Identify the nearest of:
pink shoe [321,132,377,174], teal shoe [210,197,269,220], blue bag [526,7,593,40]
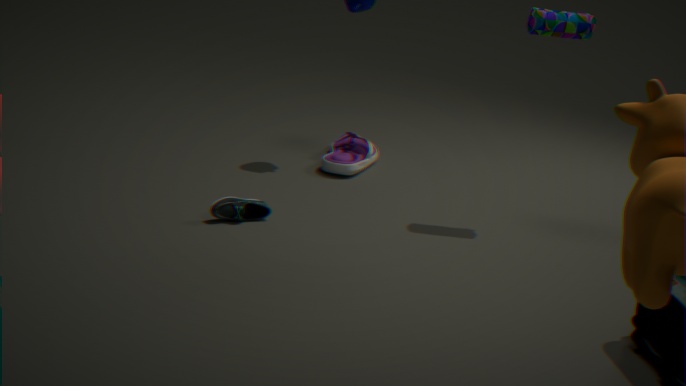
teal shoe [210,197,269,220]
